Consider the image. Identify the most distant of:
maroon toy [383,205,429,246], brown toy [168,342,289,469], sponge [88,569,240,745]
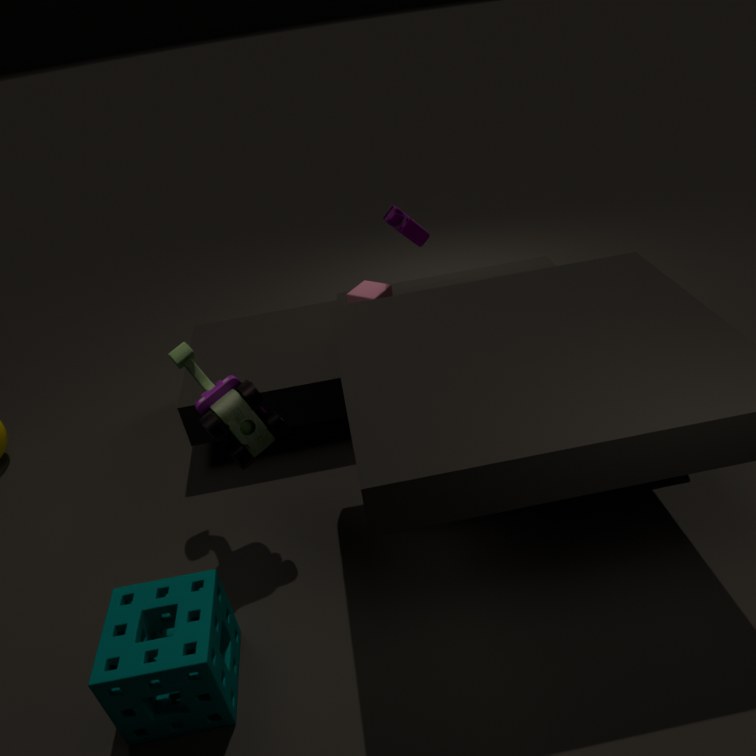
maroon toy [383,205,429,246]
